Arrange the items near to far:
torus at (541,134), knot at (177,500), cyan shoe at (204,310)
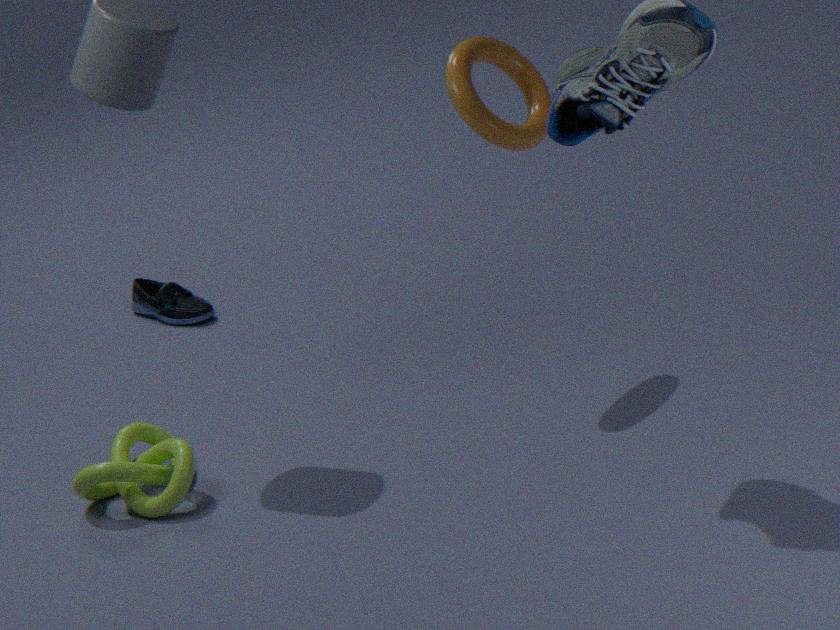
knot at (177,500), torus at (541,134), cyan shoe at (204,310)
